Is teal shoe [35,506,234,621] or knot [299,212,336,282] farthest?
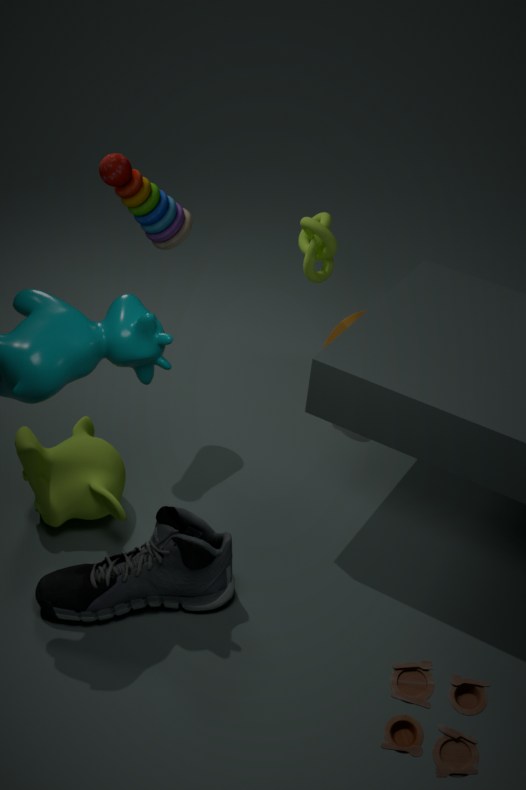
knot [299,212,336,282]
